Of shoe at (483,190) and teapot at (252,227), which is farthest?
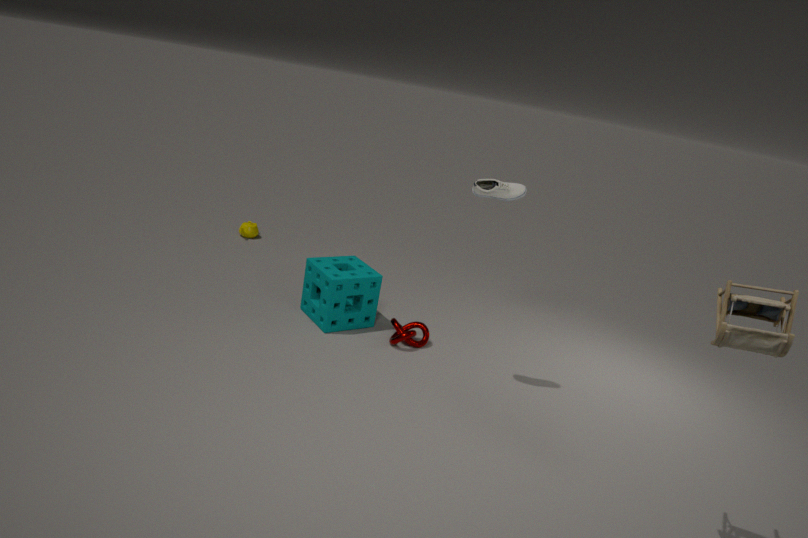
teapot at (252,227)
